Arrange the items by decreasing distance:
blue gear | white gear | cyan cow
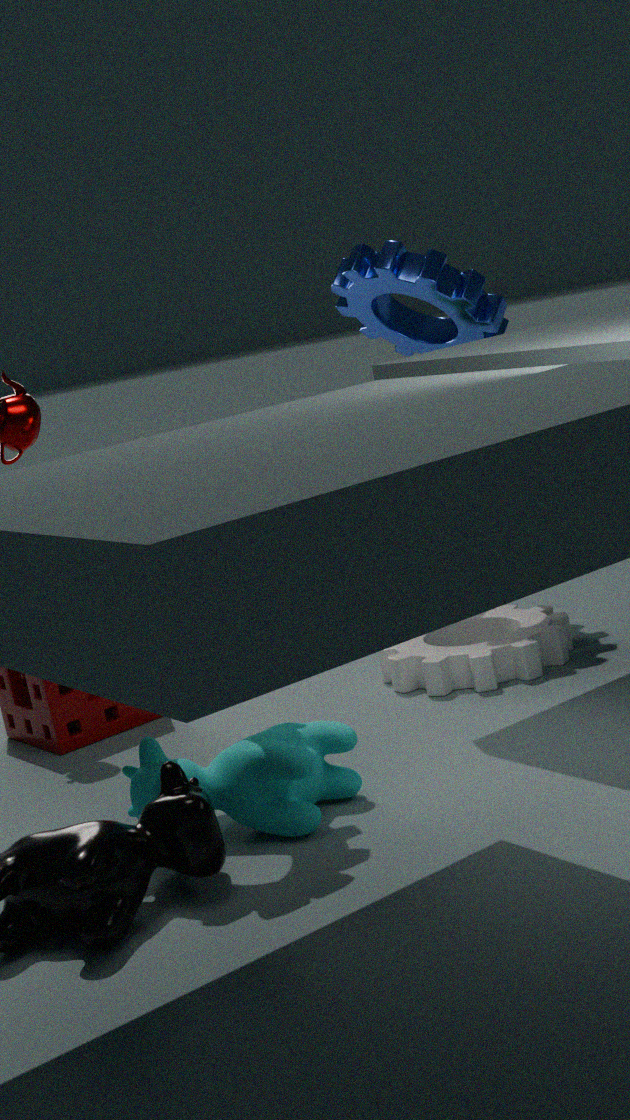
blue gear
white gear
cyan cow
